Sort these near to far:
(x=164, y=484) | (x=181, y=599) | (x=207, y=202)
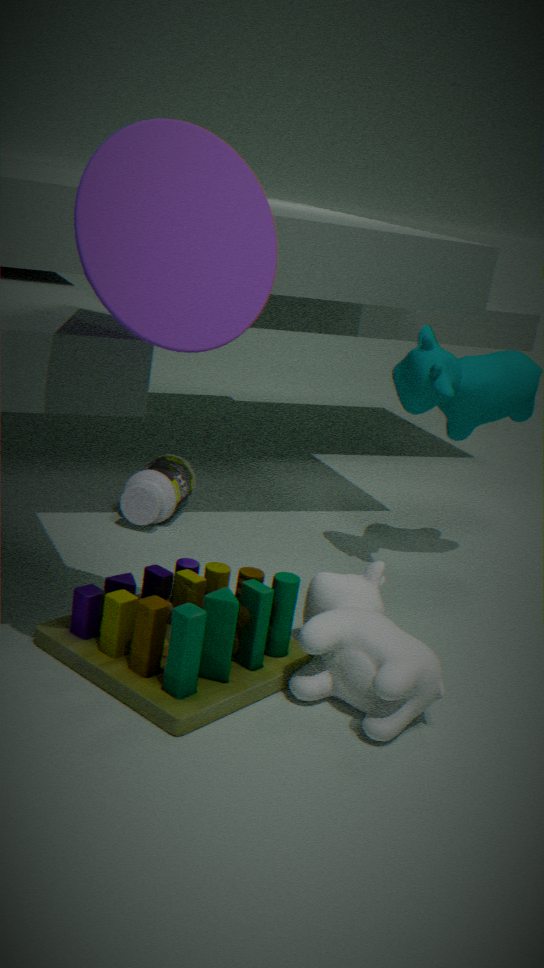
(x=207, y=202) < (x=181, y=599) < (x=164, y=484)
